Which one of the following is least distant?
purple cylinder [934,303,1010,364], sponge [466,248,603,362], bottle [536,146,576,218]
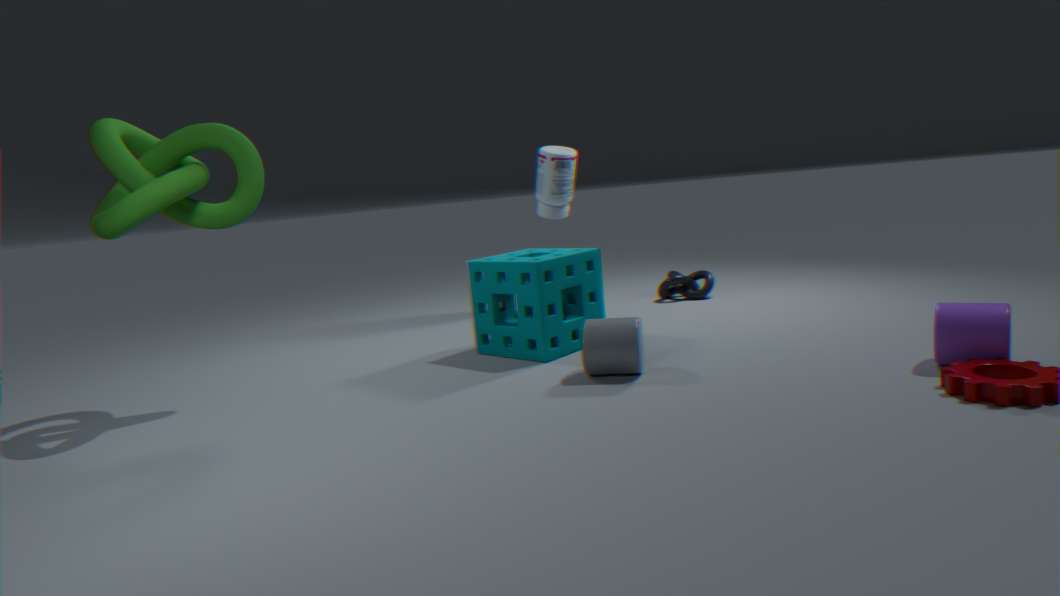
purple cylinder [934,303,1010,364]
